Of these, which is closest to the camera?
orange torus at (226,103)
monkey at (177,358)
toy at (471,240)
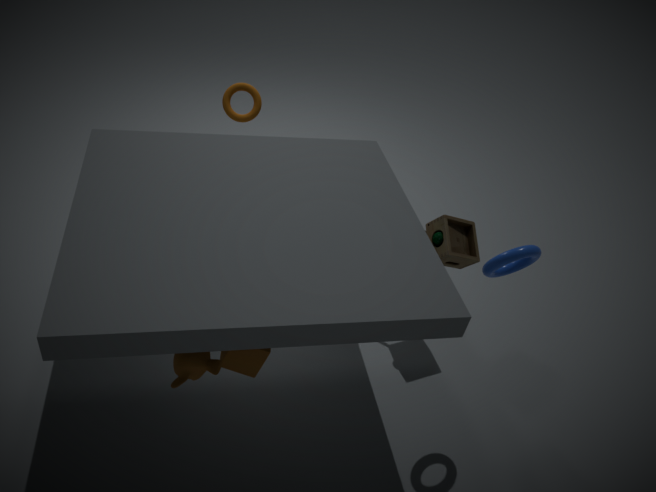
monkey at (177,358)
